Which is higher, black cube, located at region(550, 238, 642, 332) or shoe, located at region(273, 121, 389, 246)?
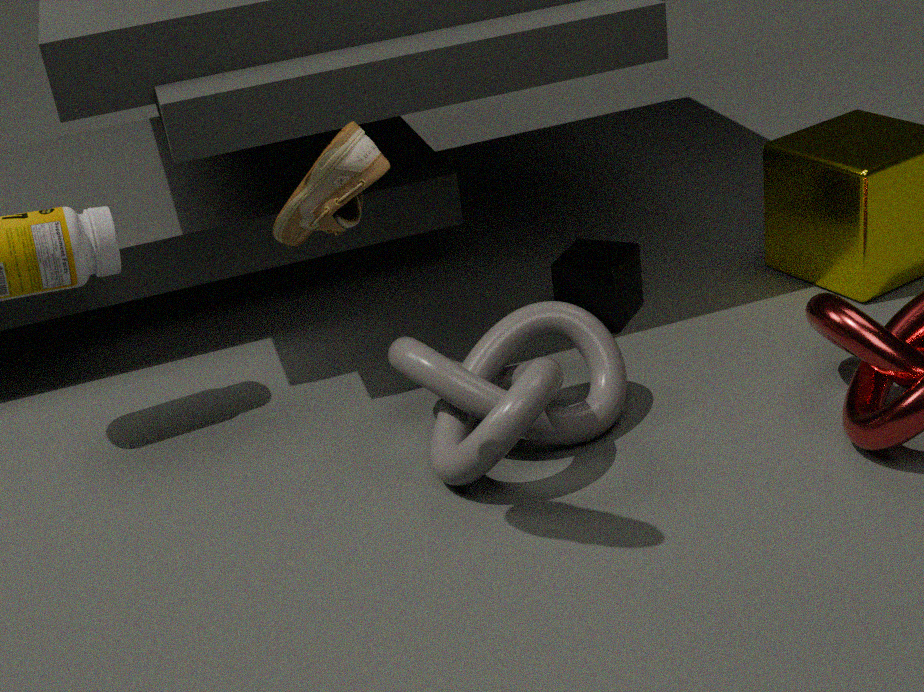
shoe, located at region(273, 121, 389, 246)
